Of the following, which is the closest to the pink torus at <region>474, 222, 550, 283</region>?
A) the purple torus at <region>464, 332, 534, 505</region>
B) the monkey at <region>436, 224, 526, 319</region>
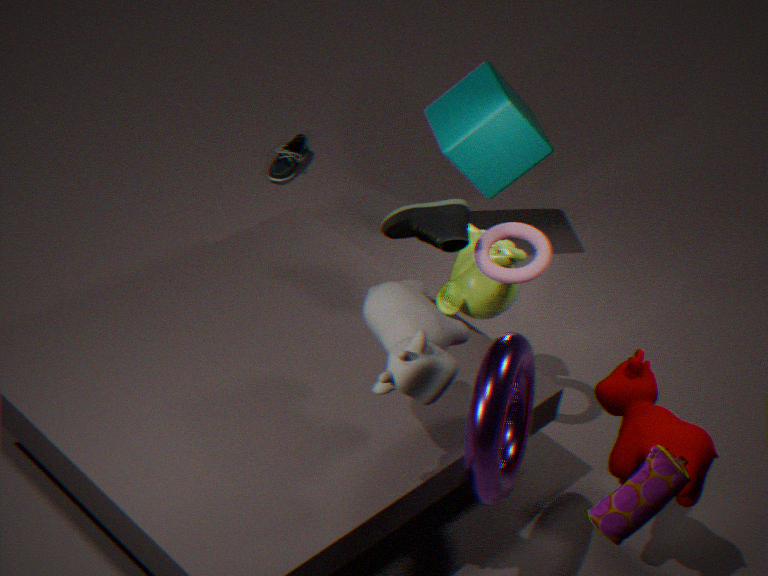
the monkey at <region>436, 224, 526, 319</region>
